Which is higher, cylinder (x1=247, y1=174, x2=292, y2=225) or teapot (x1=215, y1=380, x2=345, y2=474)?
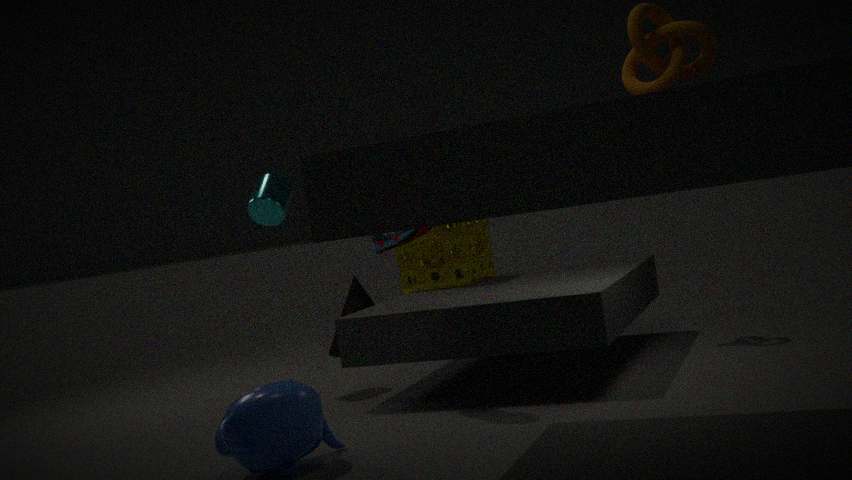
cylinder (x1=247, y1=174, x2=292, y2=225)
